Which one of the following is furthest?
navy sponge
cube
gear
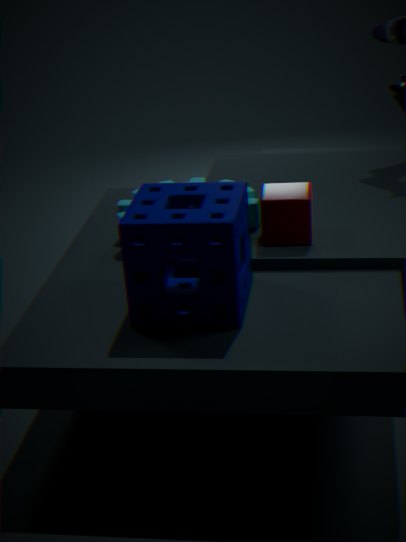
gear
